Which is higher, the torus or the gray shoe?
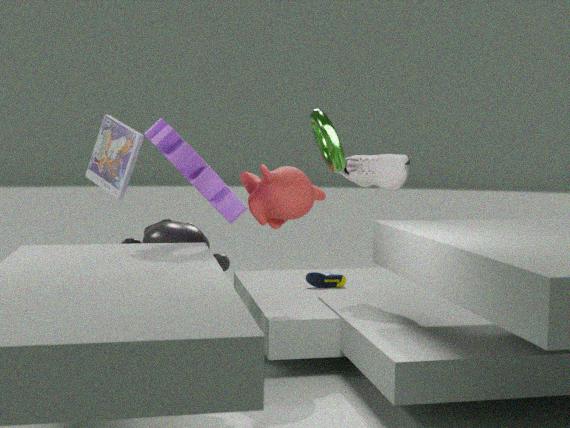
the torus
